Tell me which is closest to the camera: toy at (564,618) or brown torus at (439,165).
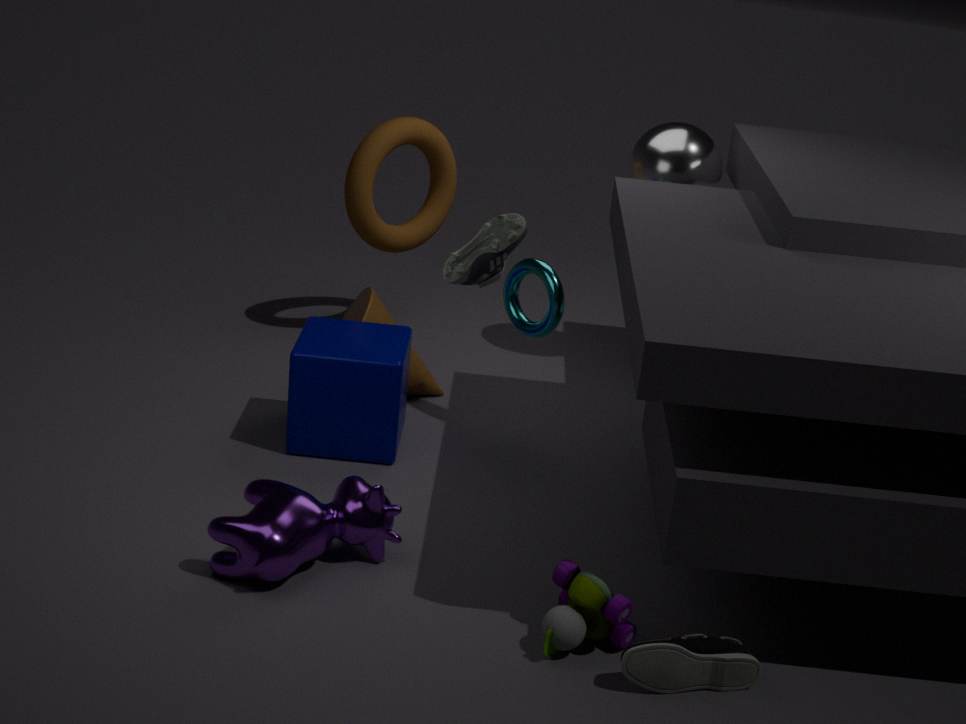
toy at (564,618)
